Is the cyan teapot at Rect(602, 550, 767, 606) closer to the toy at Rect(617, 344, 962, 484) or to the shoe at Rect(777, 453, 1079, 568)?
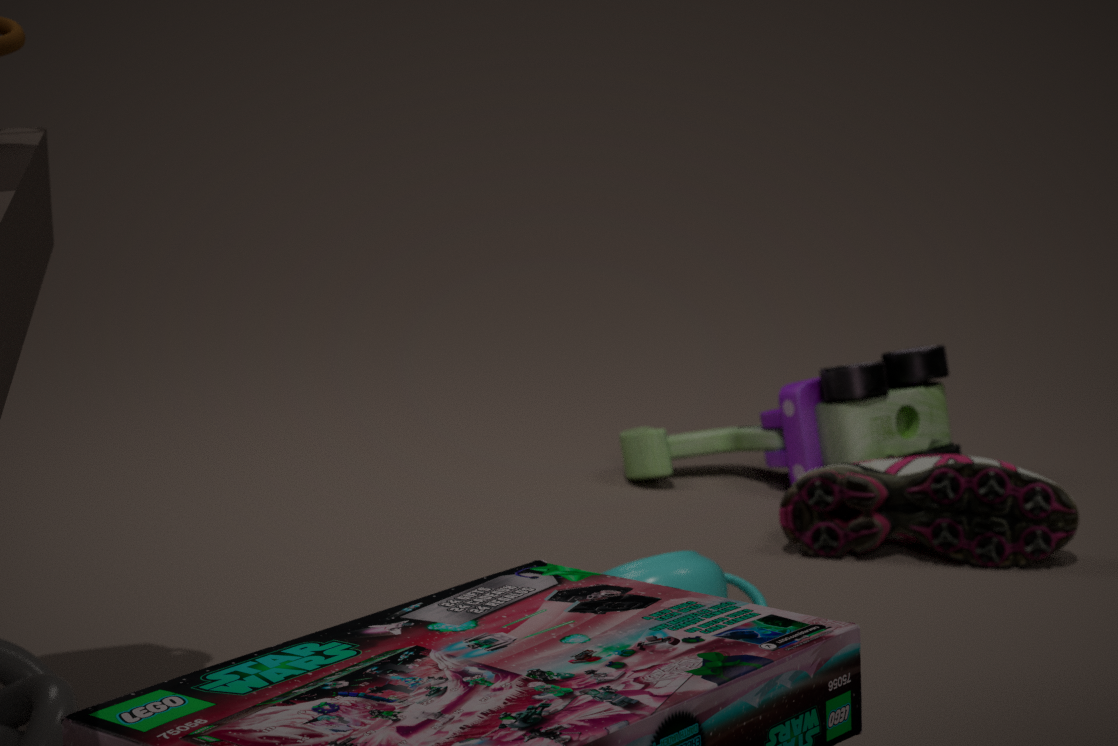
the shoe at Rect(777, 453, 1079, 568)
